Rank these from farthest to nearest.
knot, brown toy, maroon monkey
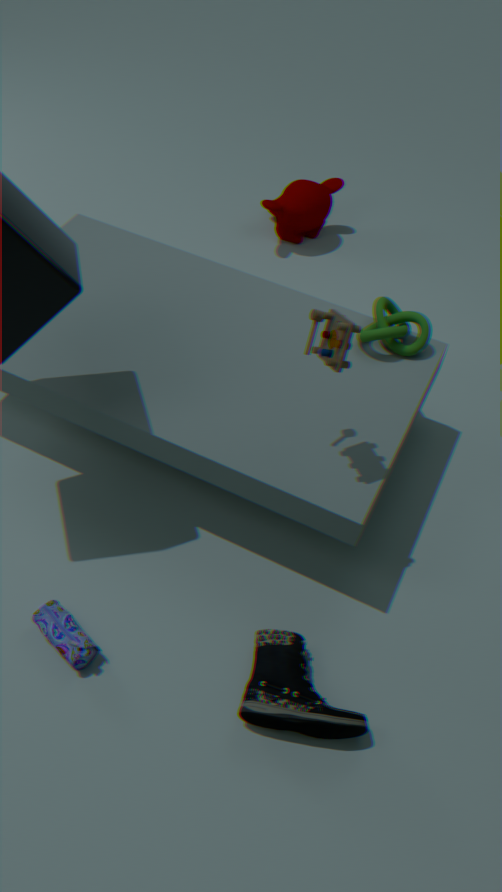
1. maroon monkey
2. knot
3. brown toy
